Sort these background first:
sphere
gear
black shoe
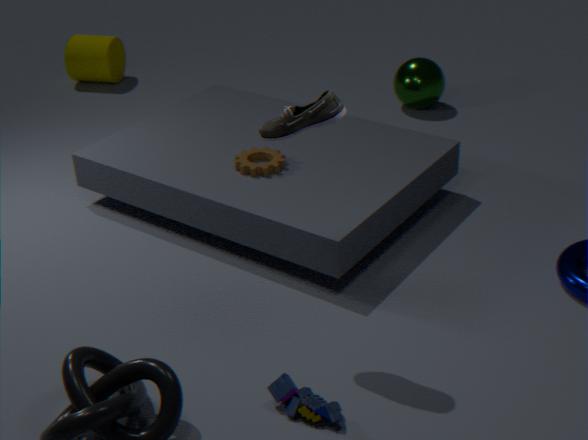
sphere
gear
black shoe
